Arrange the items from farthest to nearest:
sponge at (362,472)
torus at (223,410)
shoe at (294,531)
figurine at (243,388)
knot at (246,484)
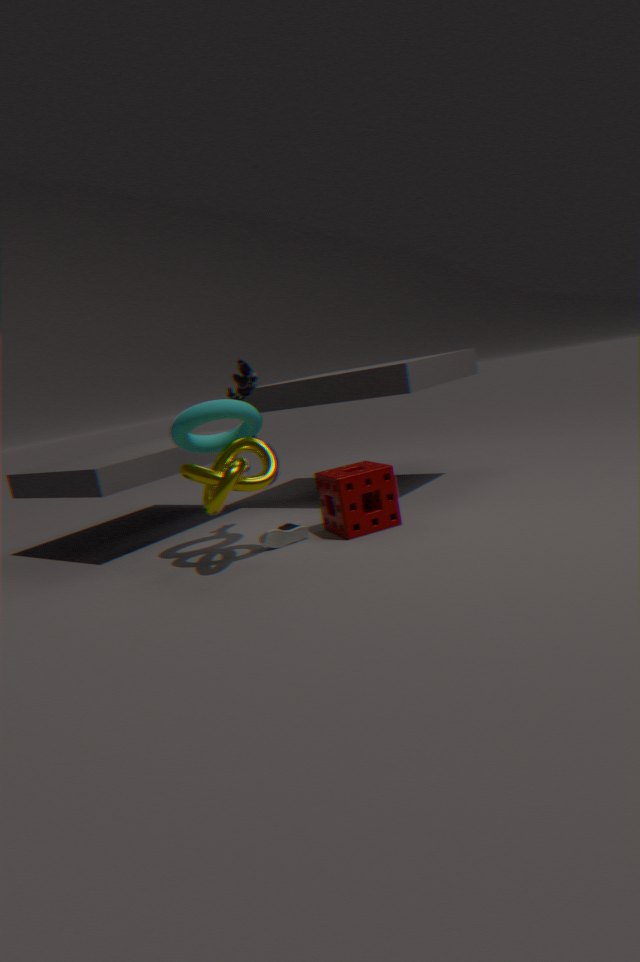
1. figurine at (243,388)
2. shoe at (294,531)
3. sponge at (362,472)
4. torus at (223,410)
5. knot at (246,484)
